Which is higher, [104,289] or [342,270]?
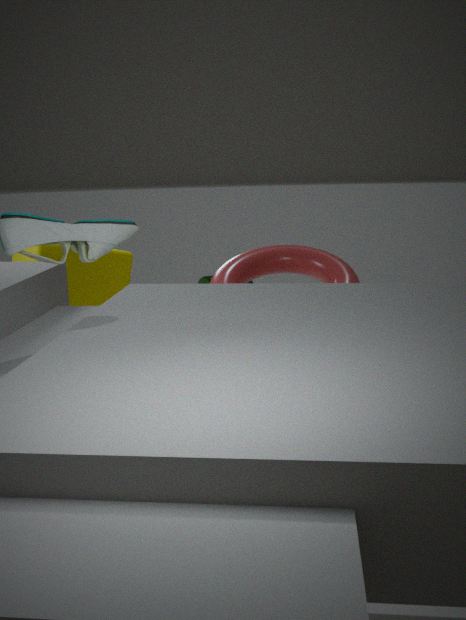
[342,270]
